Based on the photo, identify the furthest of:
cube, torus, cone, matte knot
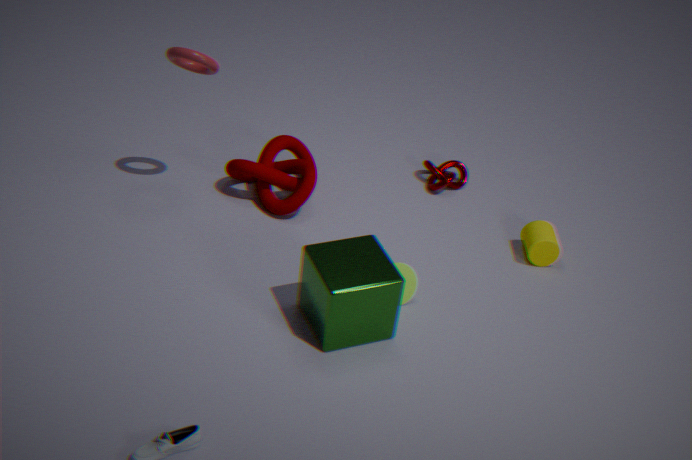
matte knot
